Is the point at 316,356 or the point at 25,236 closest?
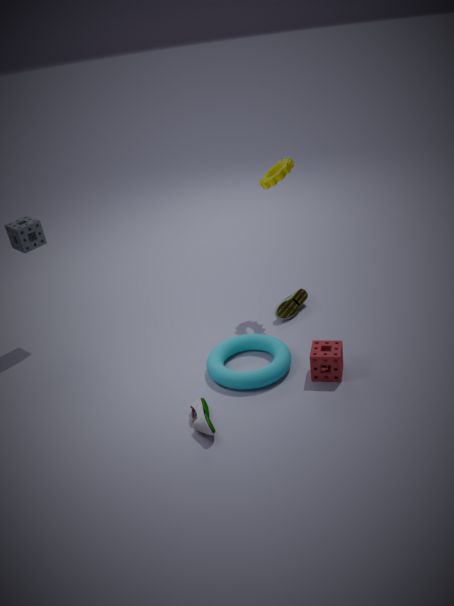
the point at 316,356
